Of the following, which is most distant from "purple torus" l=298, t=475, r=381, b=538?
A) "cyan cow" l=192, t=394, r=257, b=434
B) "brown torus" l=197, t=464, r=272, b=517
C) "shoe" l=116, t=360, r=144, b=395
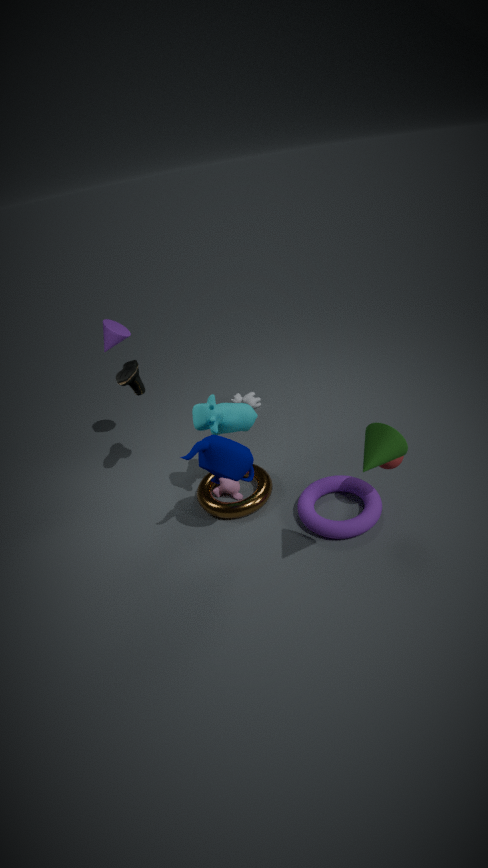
"shoe" l=116, t=360, r=144, b=395
